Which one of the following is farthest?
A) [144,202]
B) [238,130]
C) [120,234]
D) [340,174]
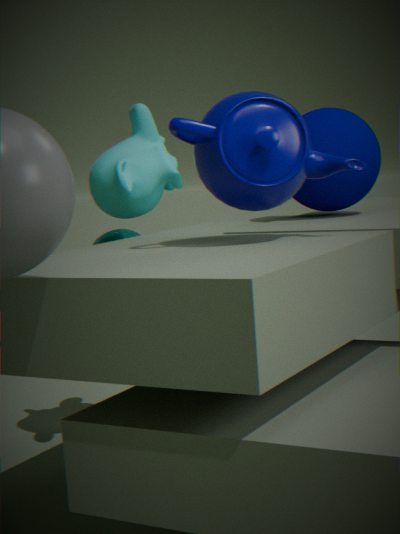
[120,234]
